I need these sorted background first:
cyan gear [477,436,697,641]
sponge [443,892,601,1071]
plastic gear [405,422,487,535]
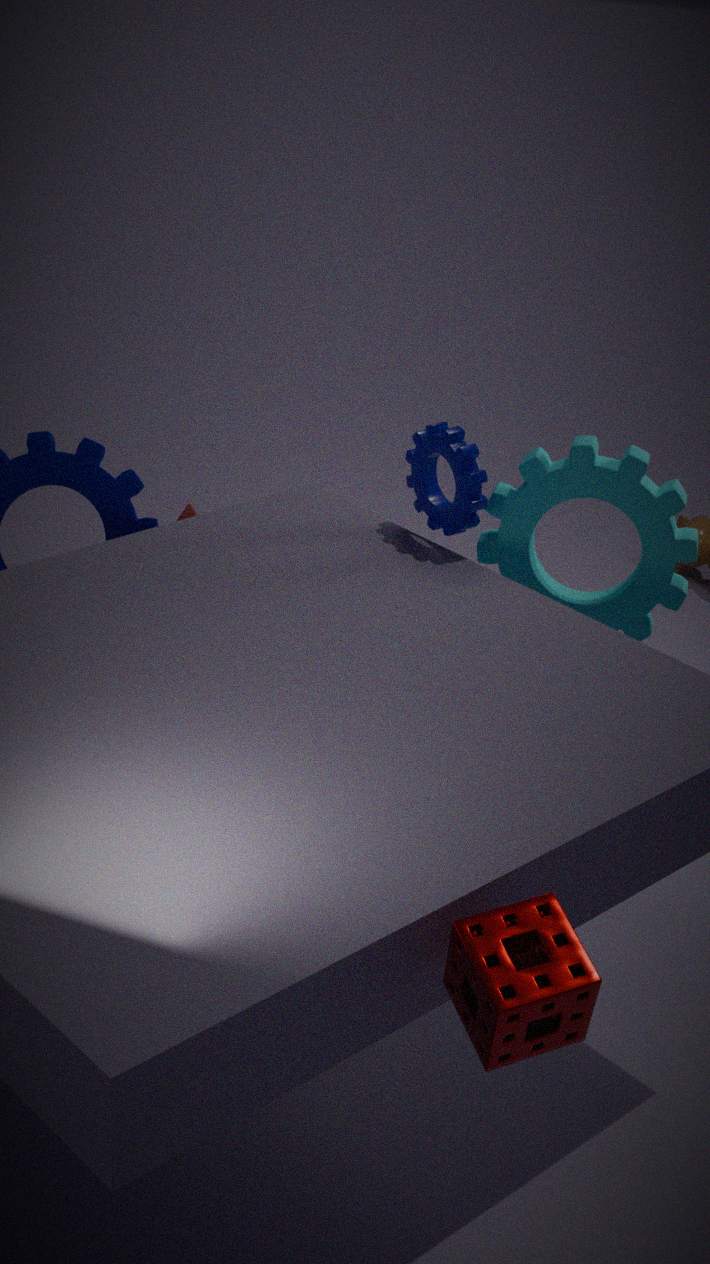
cyan gear [477,436,697,641]
plastic gear [405,422,487,535]
sponge [443,892,601,1071]
